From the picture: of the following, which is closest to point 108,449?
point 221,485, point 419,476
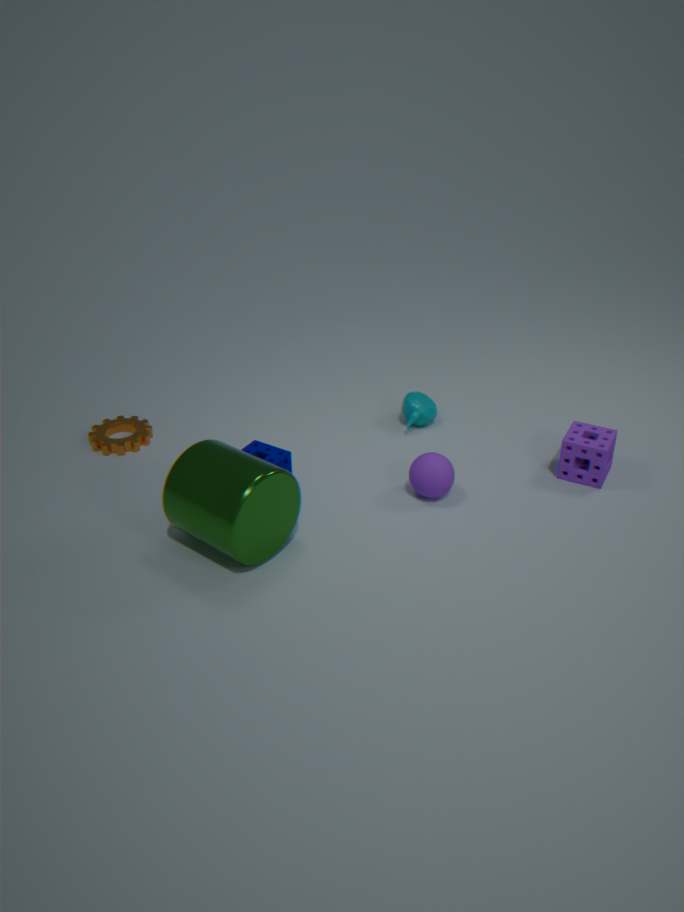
point 221,485
